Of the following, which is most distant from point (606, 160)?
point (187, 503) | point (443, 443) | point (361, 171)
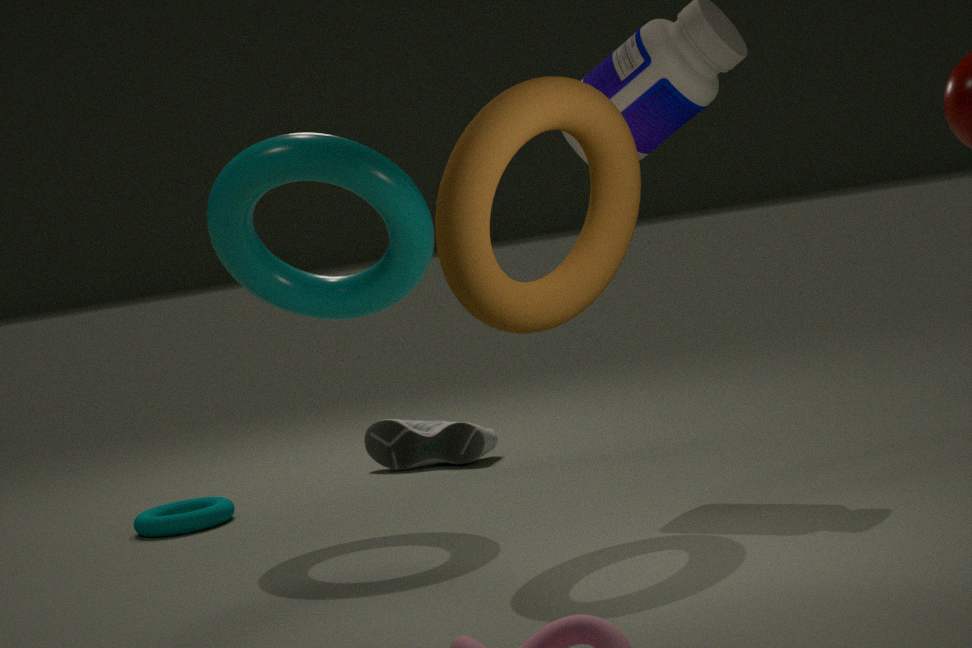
point (187, 503)
